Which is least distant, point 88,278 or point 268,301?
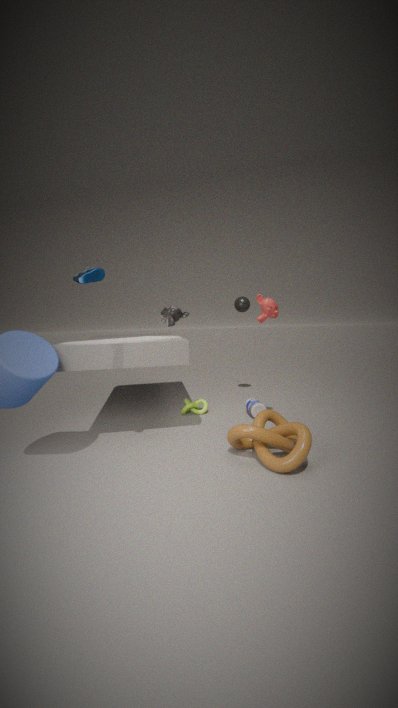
point 88,278
